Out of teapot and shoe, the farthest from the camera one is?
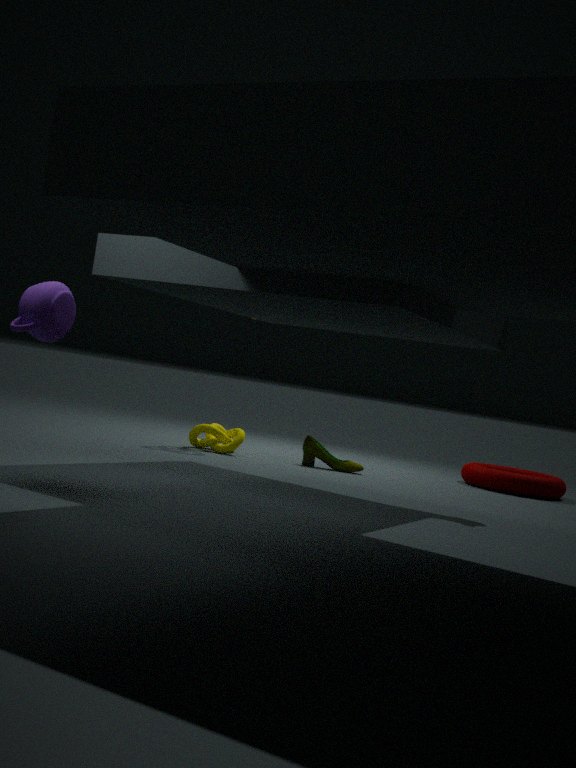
shoe
